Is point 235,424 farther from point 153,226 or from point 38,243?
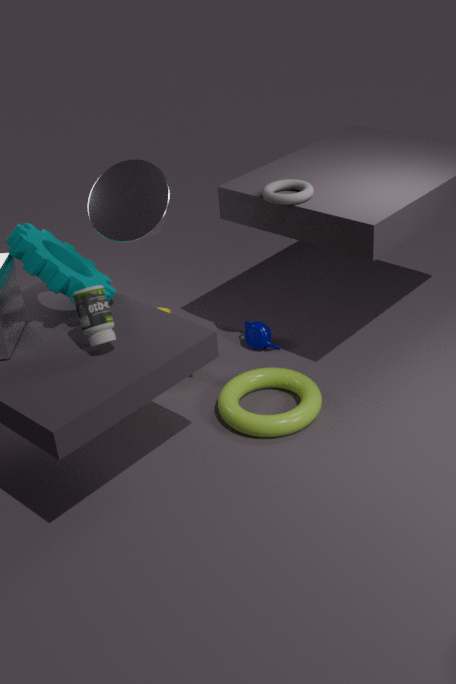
point 38,243
